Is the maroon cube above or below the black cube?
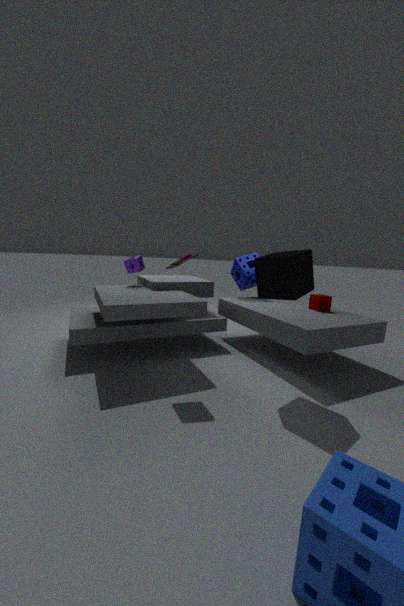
below
